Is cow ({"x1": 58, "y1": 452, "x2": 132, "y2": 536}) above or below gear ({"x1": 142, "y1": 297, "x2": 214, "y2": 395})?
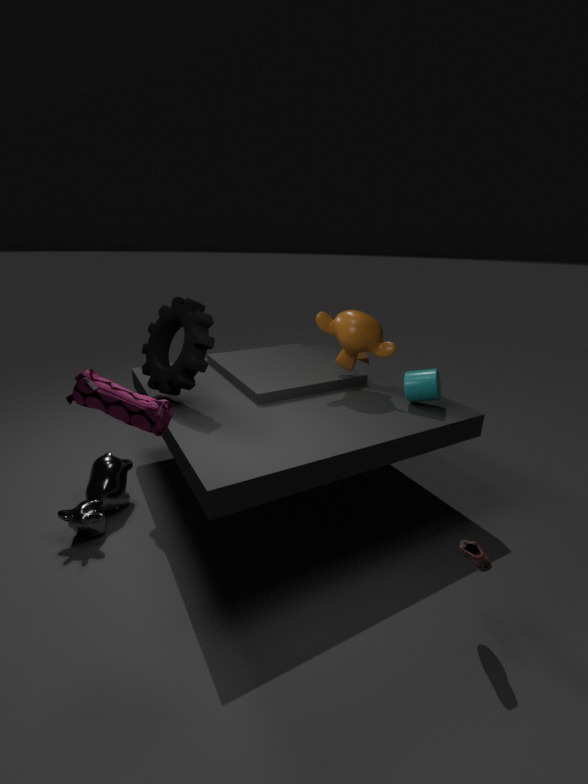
below
